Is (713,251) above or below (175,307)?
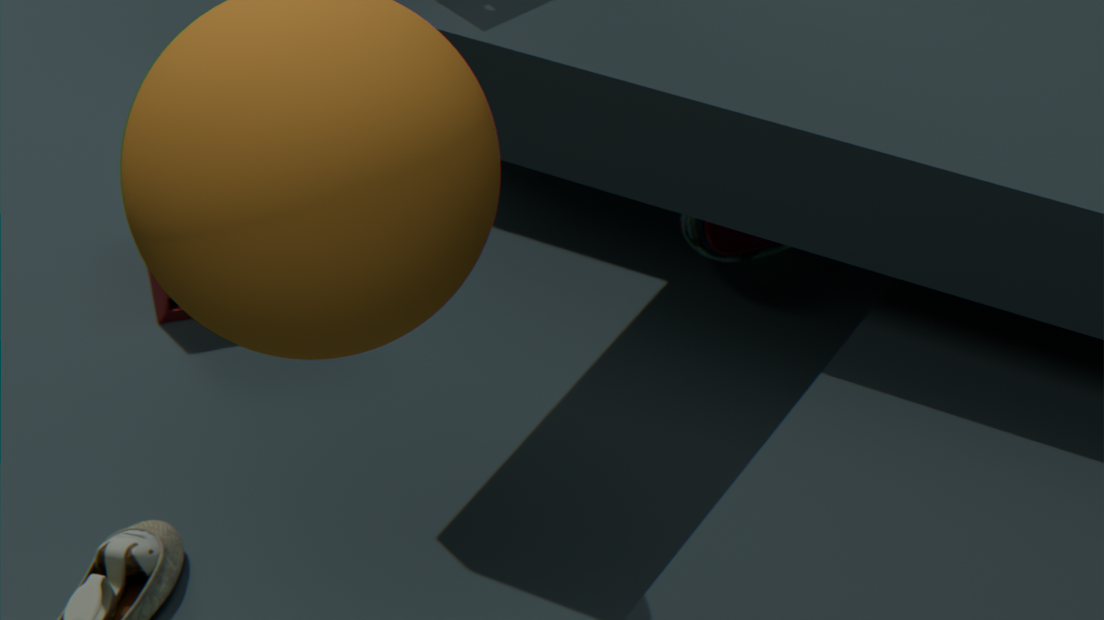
below
